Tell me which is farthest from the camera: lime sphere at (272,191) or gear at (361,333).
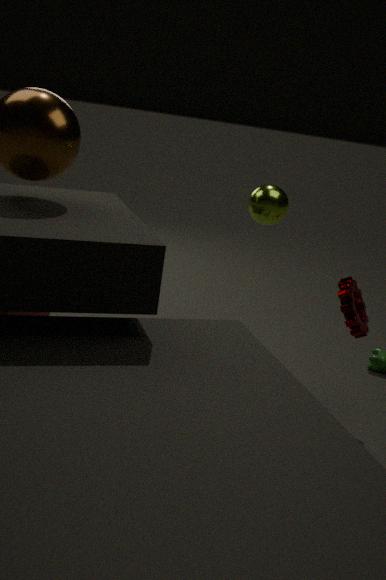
lime sphere at (272,191)
